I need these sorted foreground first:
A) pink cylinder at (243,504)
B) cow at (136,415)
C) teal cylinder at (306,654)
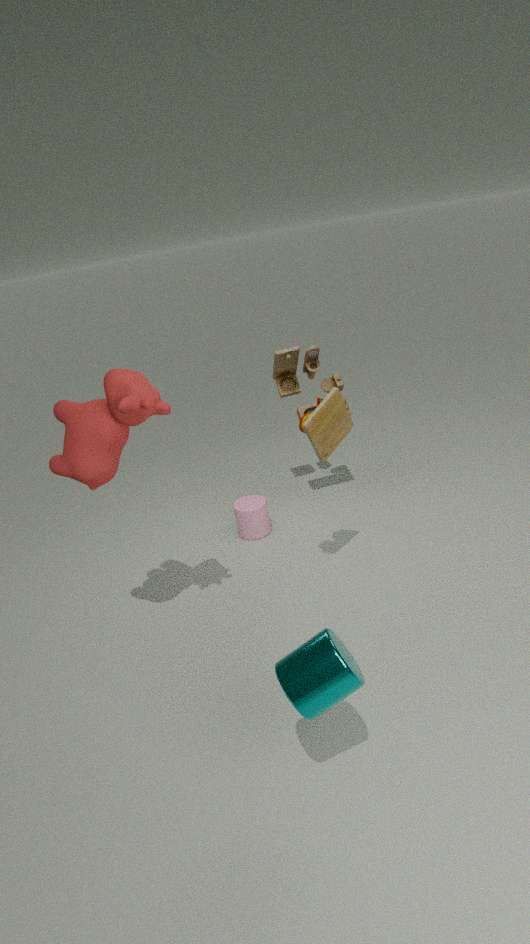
teal cylinder at (306,654)
cow at (136,415)
pink cylinder at (243,504)
